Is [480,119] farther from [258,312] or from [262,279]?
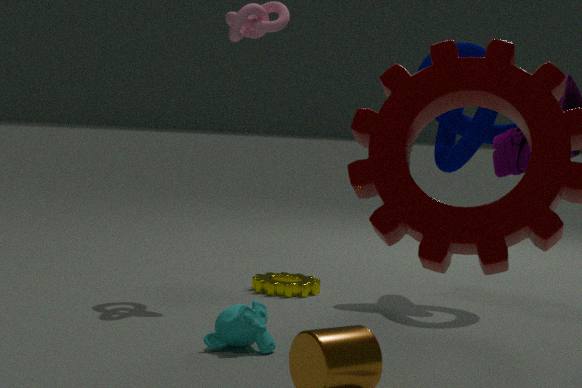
[258,312]
